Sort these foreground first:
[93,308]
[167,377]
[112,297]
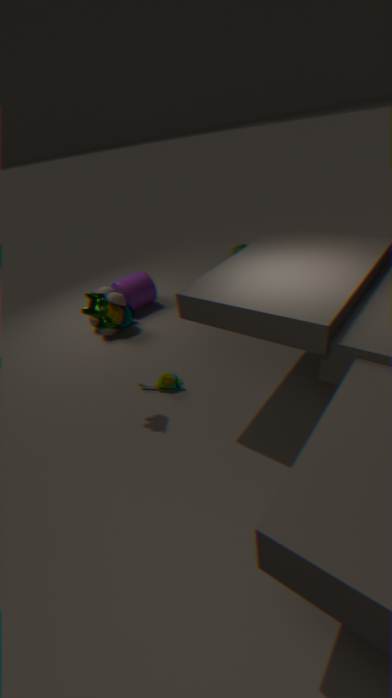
[93,308]
[167,377]
[112,297]
